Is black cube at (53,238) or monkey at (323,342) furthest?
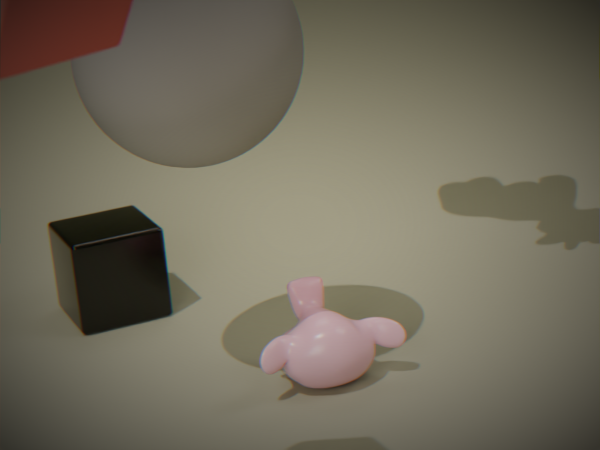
black cube at (53,238)
